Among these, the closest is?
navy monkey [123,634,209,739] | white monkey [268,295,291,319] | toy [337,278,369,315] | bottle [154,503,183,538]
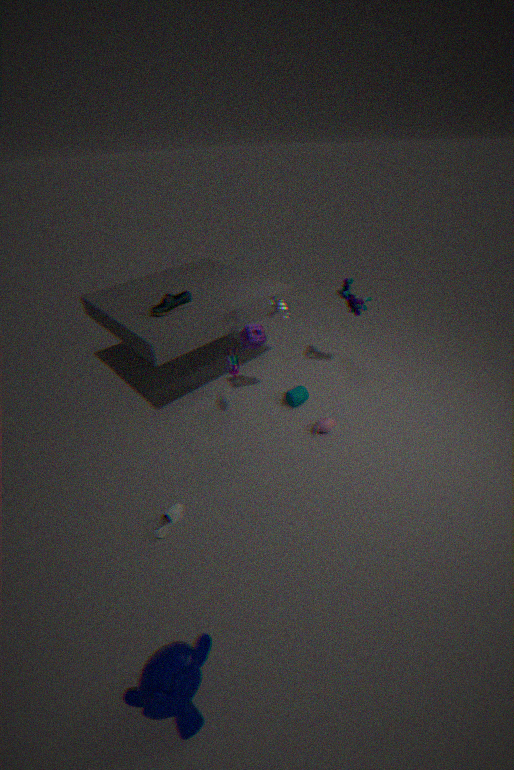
navy monkey [123,634,209,739]
